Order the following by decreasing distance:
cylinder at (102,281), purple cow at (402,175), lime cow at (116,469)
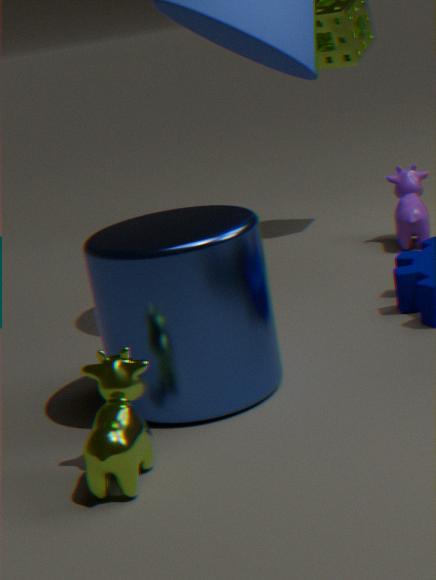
purple cow at (402,175)
cylinder at (102,281)
lime cow at (116,469)
